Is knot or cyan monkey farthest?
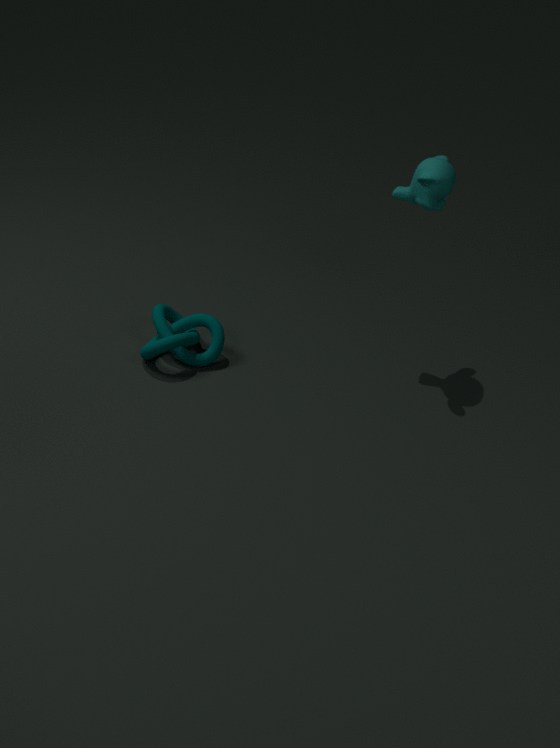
knot
